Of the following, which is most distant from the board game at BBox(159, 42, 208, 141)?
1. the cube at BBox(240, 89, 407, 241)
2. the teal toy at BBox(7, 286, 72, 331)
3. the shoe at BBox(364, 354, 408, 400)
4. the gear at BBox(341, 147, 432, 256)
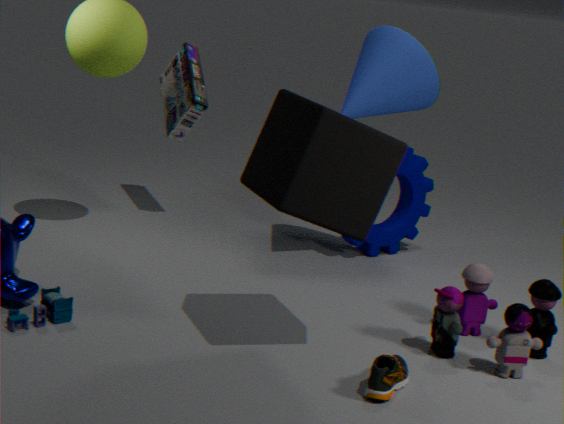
the shoe at BBox(364, 354, 408, 400)
